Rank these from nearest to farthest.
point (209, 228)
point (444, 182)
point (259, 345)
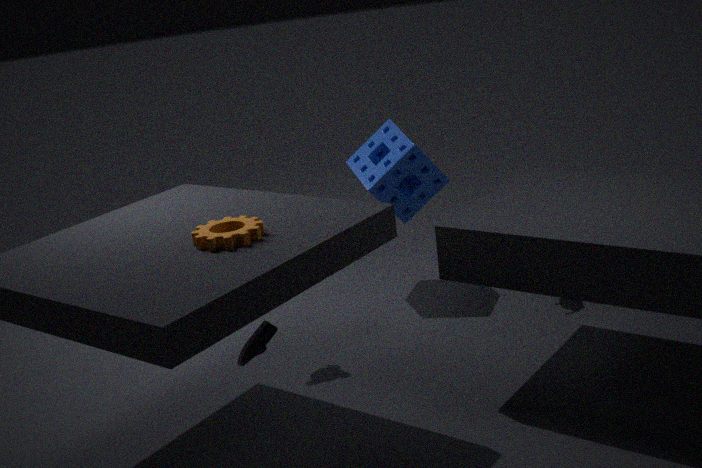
point (209, 228)
point (259, 345)
point (444, 182)
